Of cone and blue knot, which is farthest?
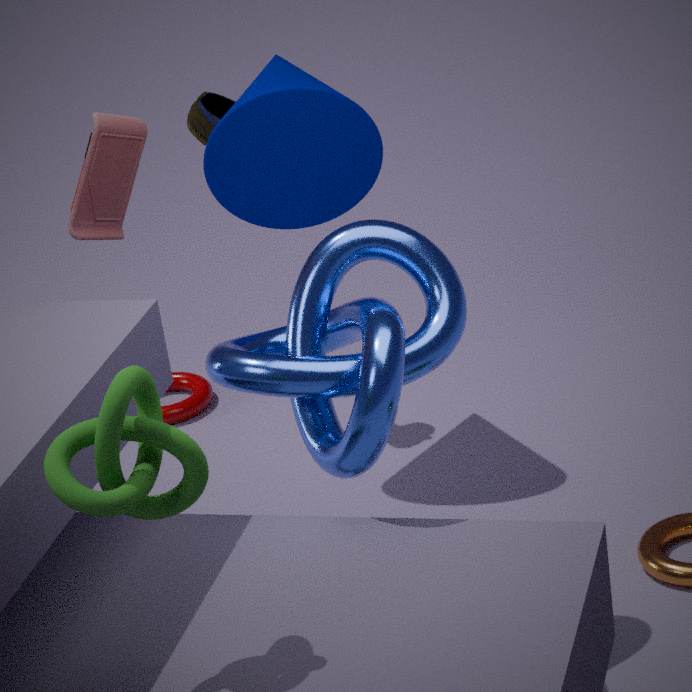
cone
